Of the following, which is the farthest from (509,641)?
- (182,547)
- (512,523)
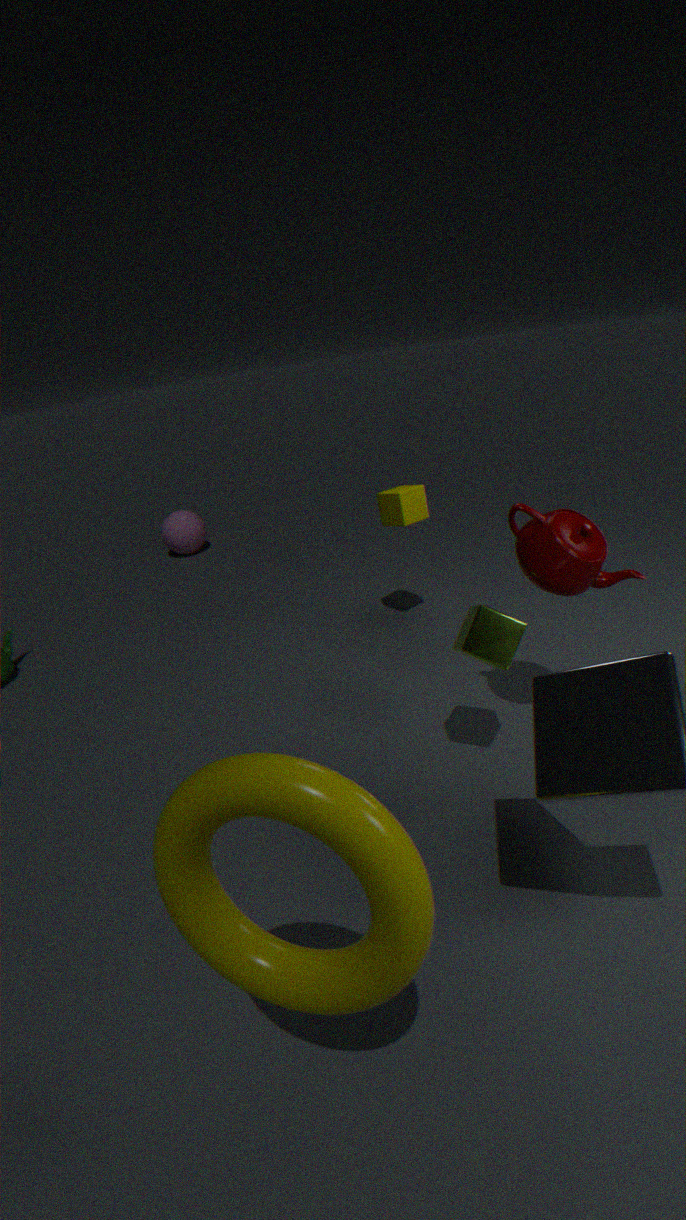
(182,547)
